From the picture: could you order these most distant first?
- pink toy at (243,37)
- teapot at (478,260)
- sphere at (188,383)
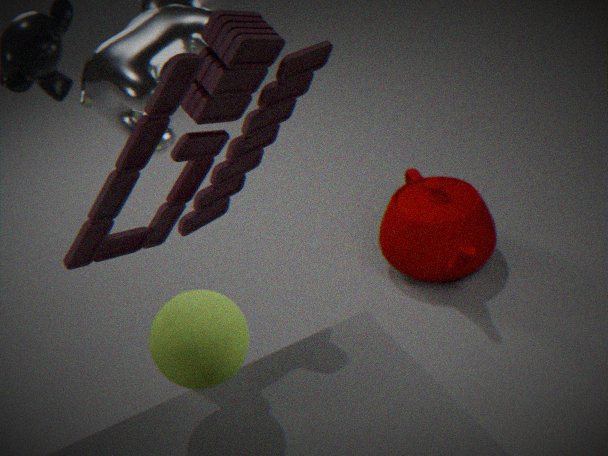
teapot at (478,260) → sphere at (188,383) → pink toy at (243,37)
